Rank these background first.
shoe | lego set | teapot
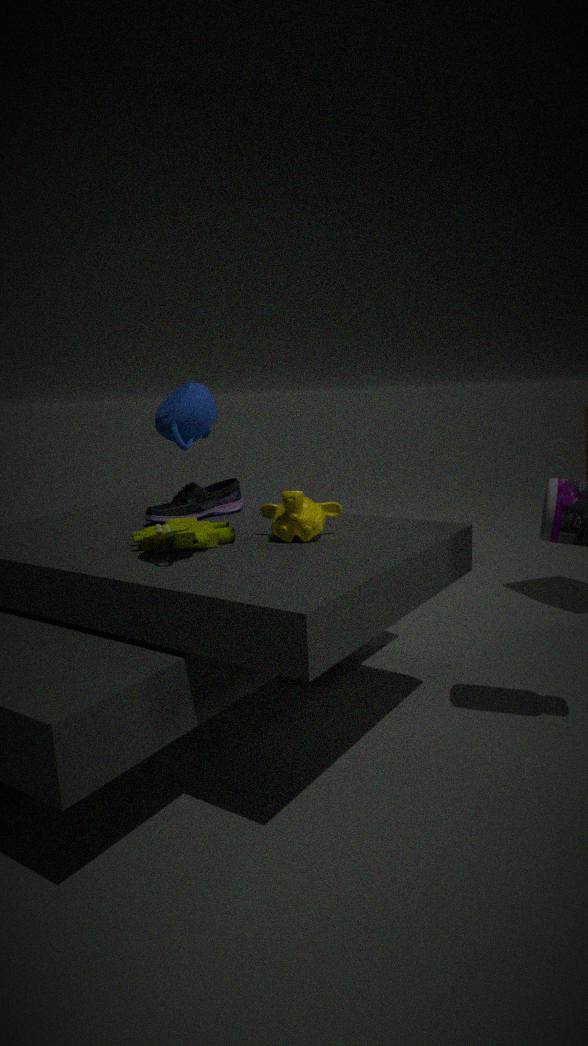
1. shoe
2. lego set
3. teapot
